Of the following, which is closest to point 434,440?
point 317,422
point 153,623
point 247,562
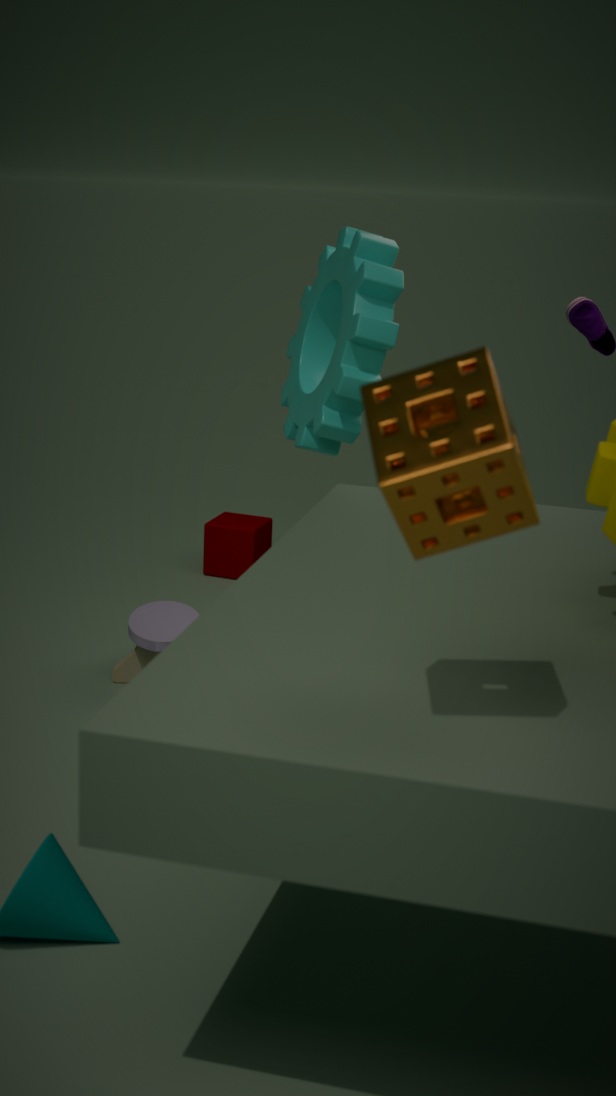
point 317,422
